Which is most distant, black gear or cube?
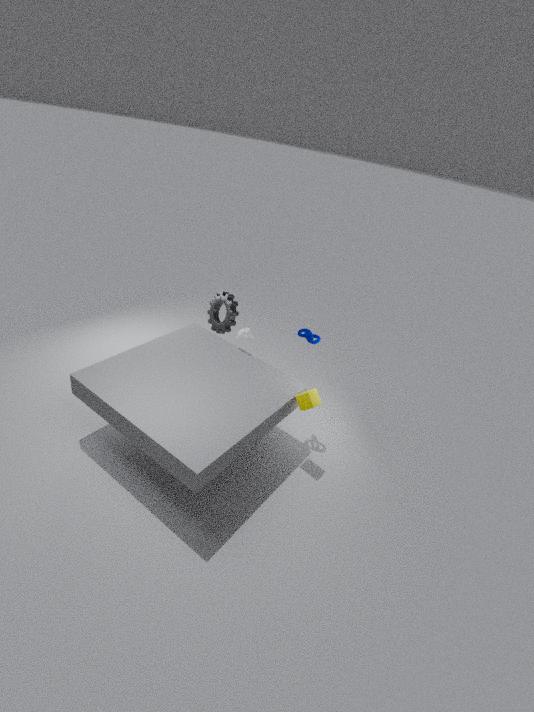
black gear
